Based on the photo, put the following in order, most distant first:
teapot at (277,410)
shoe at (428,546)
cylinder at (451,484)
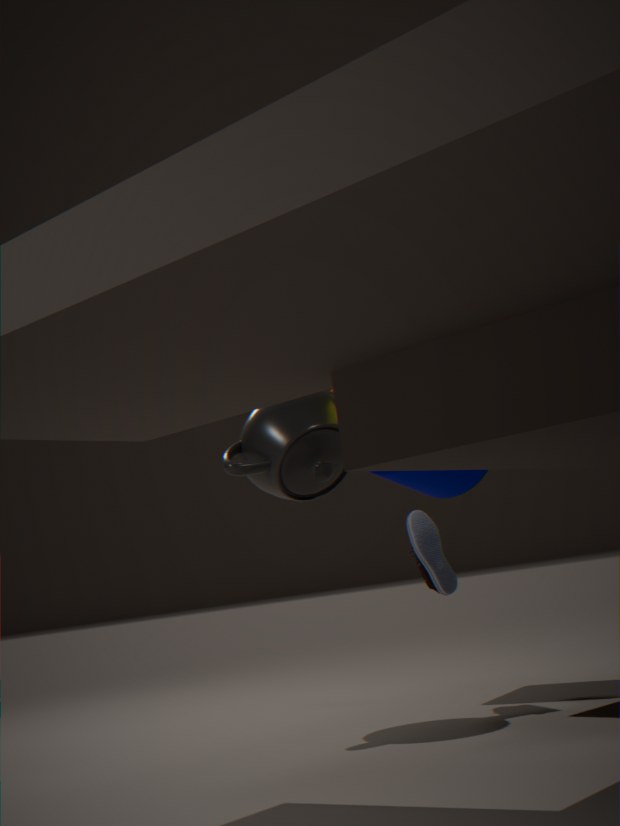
cylinder at (451,484), shoe at (428,546), teapot at (277,410)
